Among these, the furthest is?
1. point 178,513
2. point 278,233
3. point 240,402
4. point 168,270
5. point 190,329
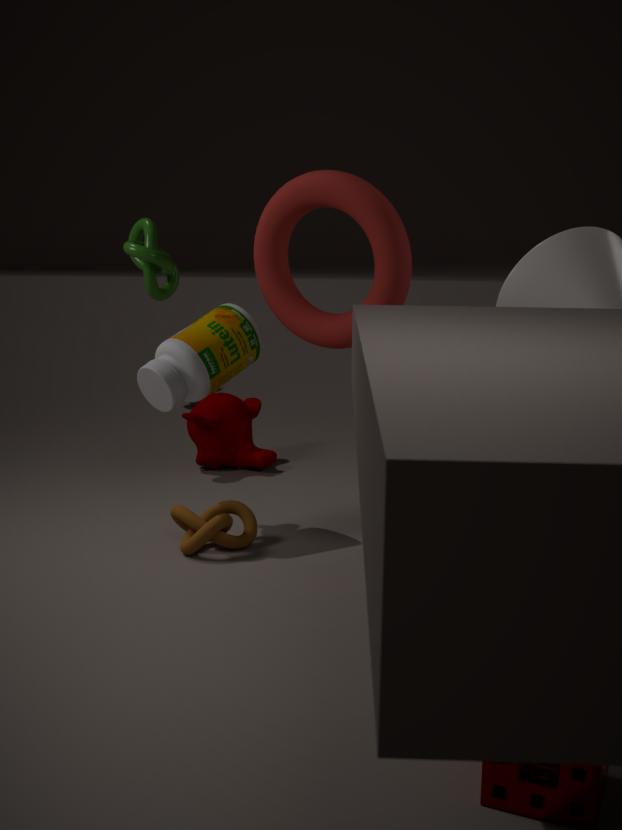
point 240,402
